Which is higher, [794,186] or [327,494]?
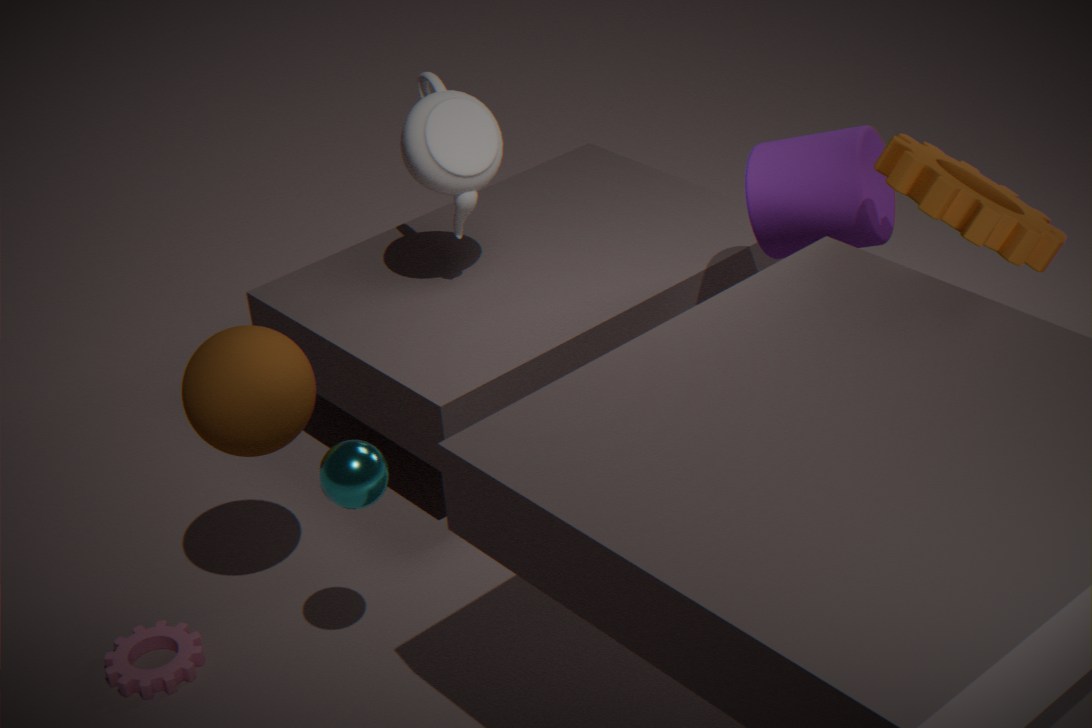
[794,186]
